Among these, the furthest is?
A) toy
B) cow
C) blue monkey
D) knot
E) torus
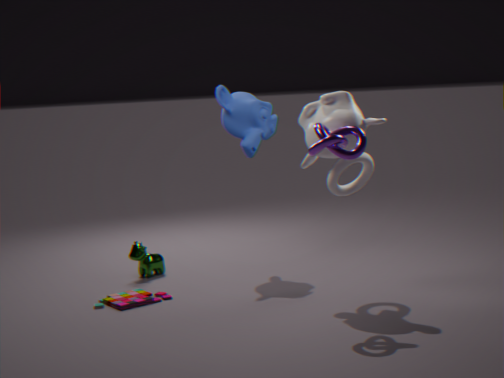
cow
